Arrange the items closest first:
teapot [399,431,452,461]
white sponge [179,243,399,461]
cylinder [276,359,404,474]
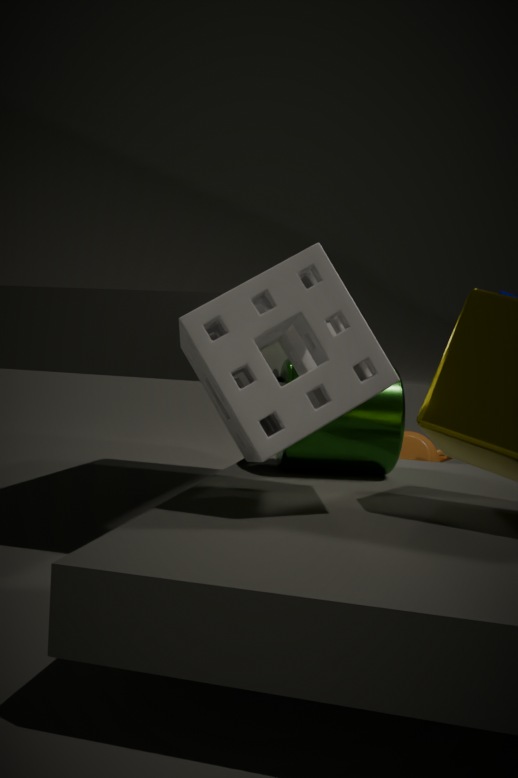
white sponge [179,243,399,461] < cylinder [276,359,404,474] < teapot [399,431,452,461]
